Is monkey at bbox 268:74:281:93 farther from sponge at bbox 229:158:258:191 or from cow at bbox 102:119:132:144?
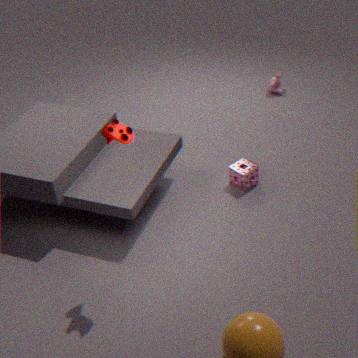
cow at bbox 102:119:132:144
